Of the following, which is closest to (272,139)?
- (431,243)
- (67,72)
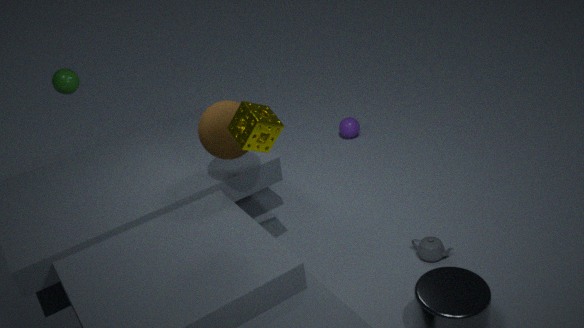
(431,243)
